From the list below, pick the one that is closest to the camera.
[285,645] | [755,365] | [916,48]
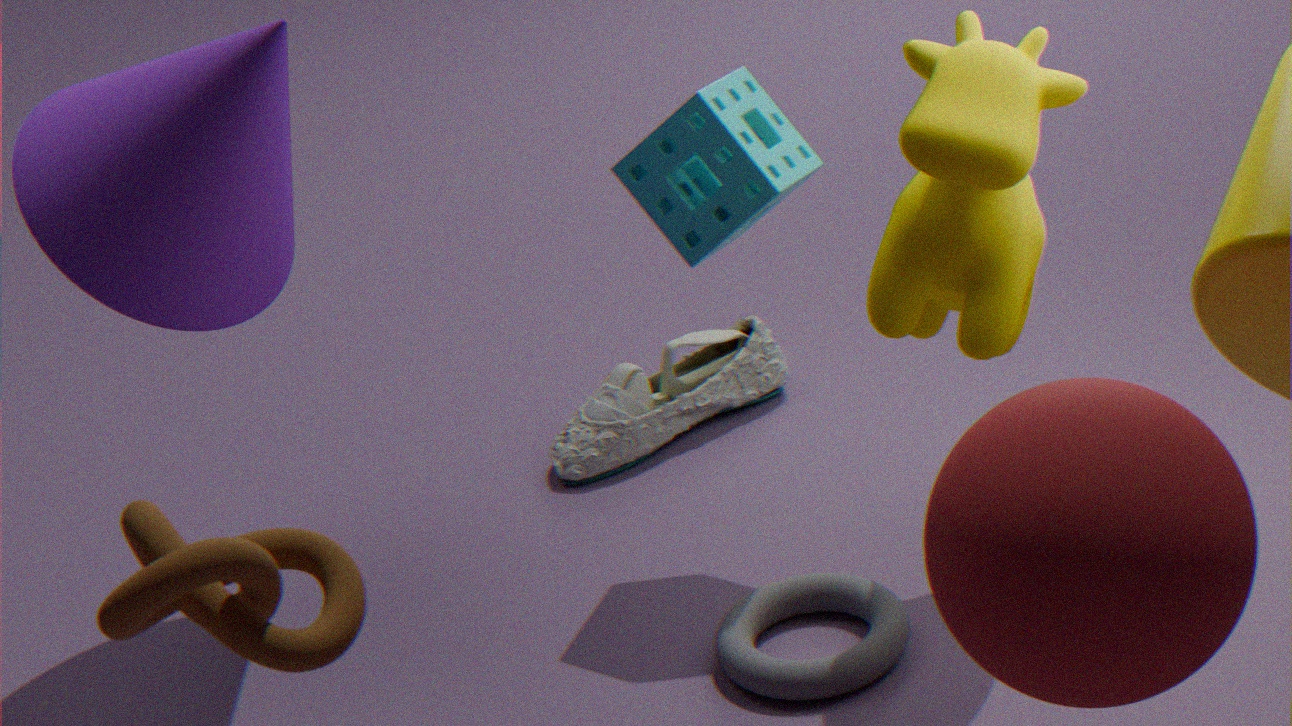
[285,645]
